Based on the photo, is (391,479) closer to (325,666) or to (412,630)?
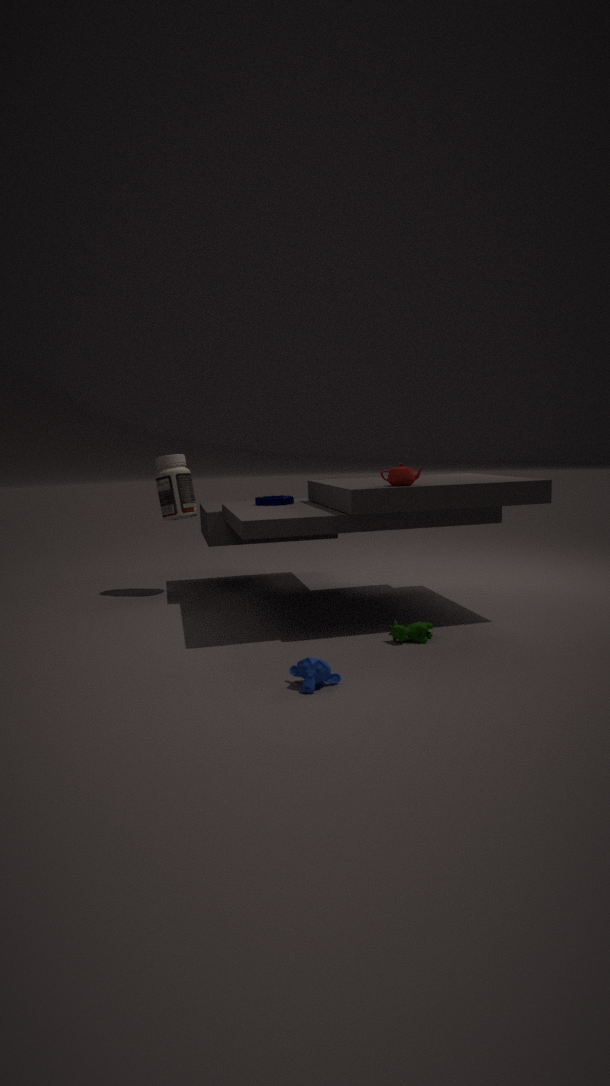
(412,630)
